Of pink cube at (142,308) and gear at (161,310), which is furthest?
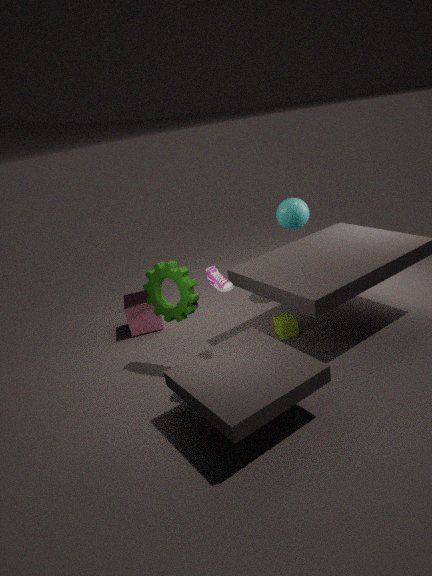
pink cube at (142,308)
